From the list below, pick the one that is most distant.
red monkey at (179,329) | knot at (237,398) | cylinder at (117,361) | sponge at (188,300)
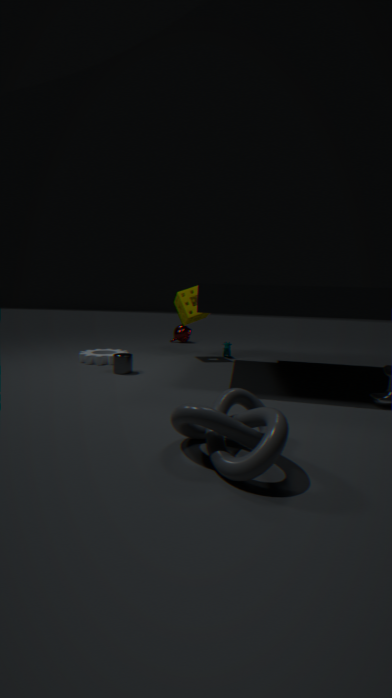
red monkey at (179,329)
